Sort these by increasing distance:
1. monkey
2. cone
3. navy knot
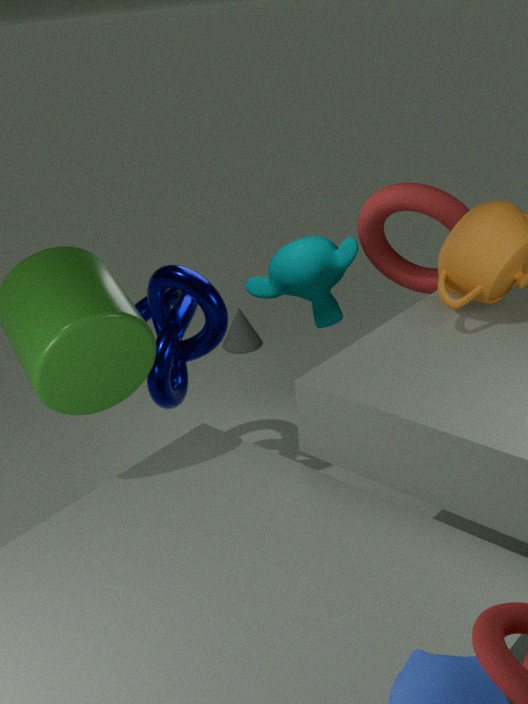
navy knot, monkey, cone
